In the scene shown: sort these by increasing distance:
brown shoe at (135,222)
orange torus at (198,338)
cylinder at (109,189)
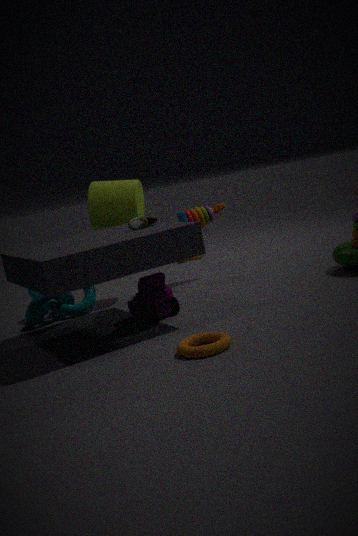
orange torus at (198,338), brown shoe at (135,222), cylinder at (109,189)
